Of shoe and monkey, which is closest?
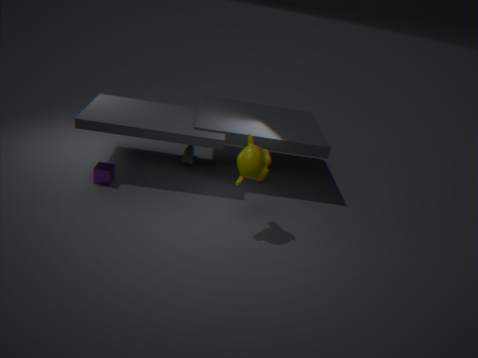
monkey
